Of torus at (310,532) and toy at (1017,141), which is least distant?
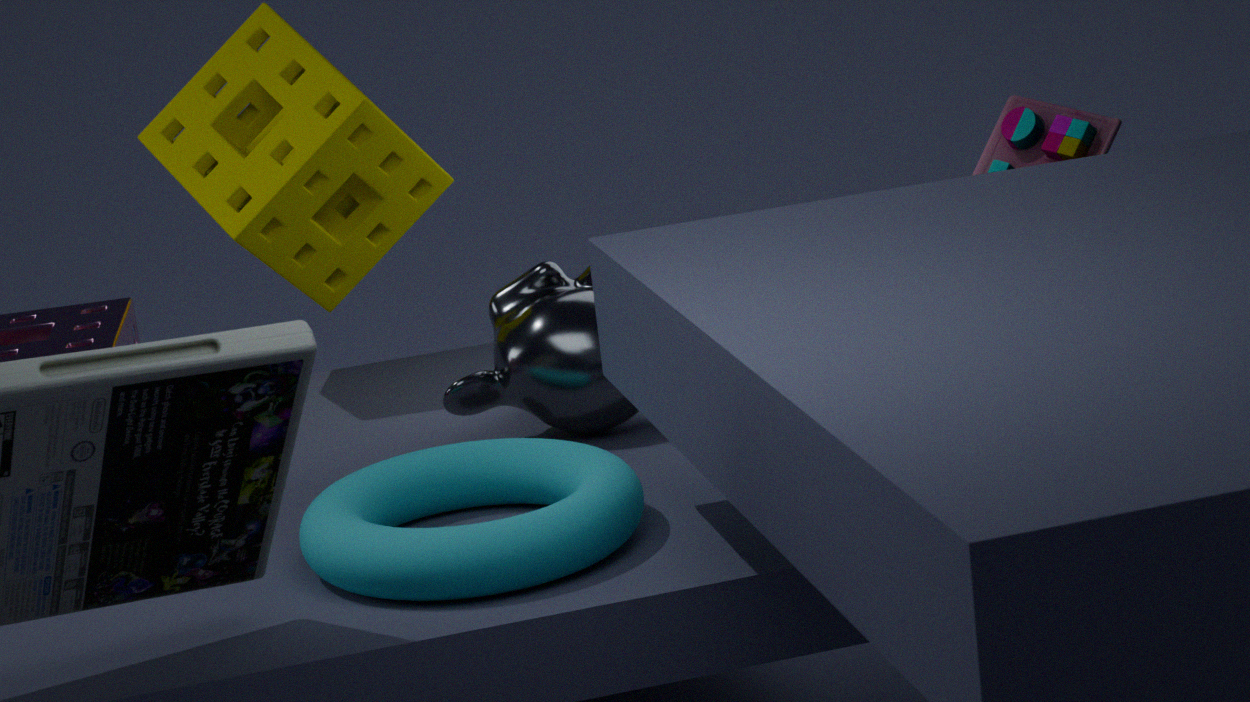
torus at (310,532)
